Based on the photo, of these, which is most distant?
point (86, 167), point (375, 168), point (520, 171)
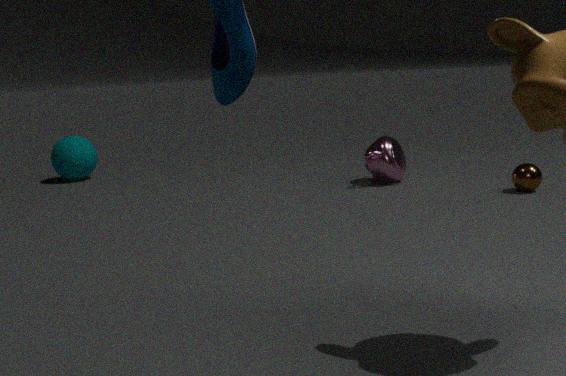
point (86, 167)
